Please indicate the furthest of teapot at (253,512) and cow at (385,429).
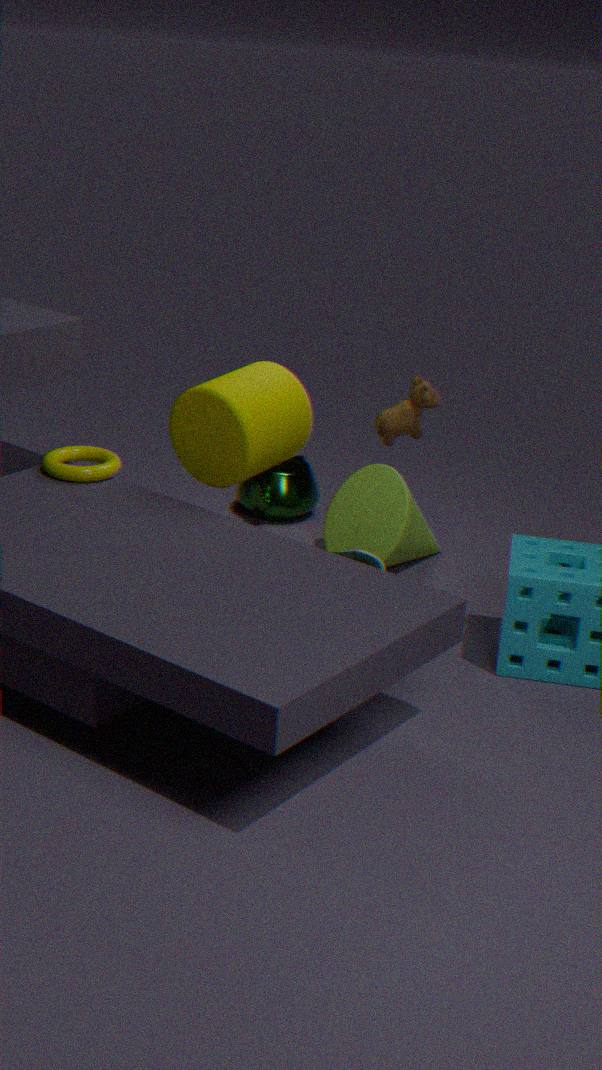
teapot at (253,512)
